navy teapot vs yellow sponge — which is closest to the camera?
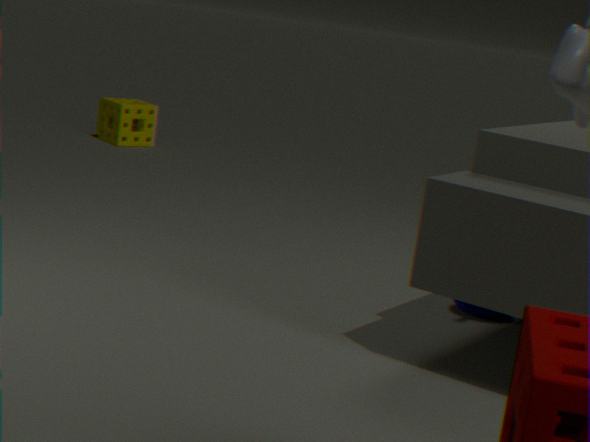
navy teapot
